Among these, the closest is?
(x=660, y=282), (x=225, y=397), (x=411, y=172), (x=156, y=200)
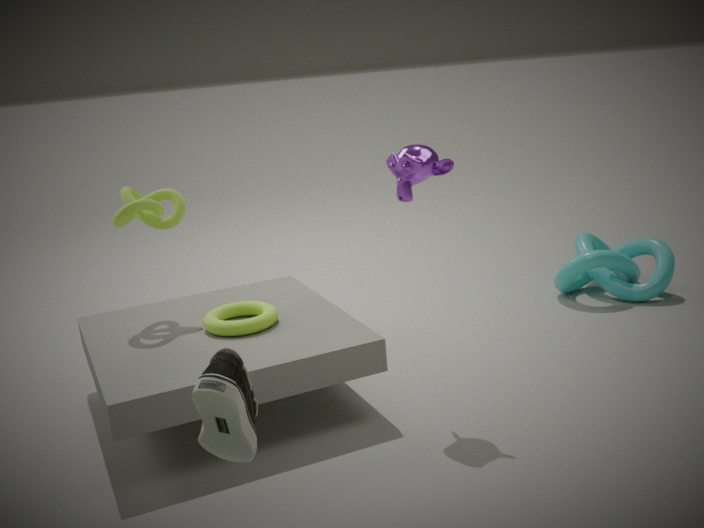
(x=225, y=397)
